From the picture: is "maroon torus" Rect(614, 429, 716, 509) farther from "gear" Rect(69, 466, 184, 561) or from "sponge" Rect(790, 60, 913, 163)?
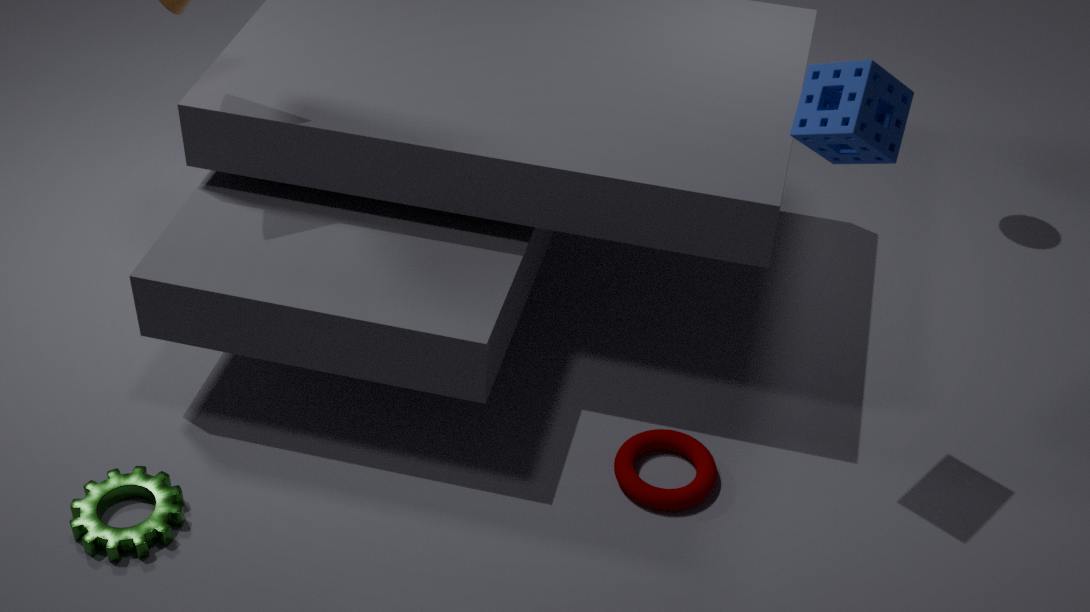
"gear" Rect(69, 466, 184, 561)
